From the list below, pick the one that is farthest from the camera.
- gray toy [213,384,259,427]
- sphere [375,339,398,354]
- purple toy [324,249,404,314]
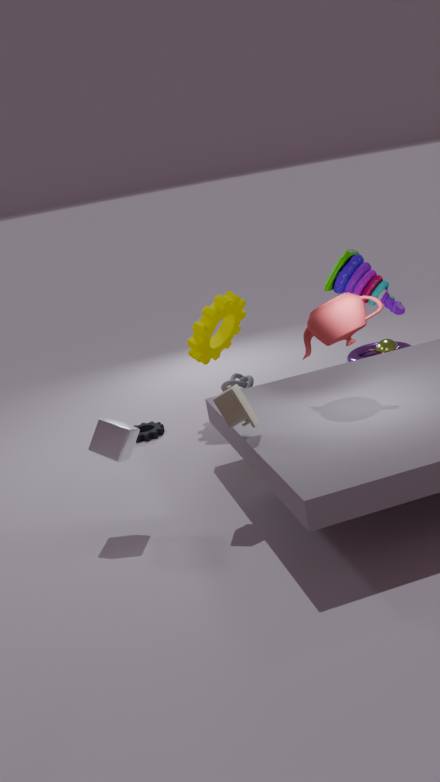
sphere [375,339,398,354]
